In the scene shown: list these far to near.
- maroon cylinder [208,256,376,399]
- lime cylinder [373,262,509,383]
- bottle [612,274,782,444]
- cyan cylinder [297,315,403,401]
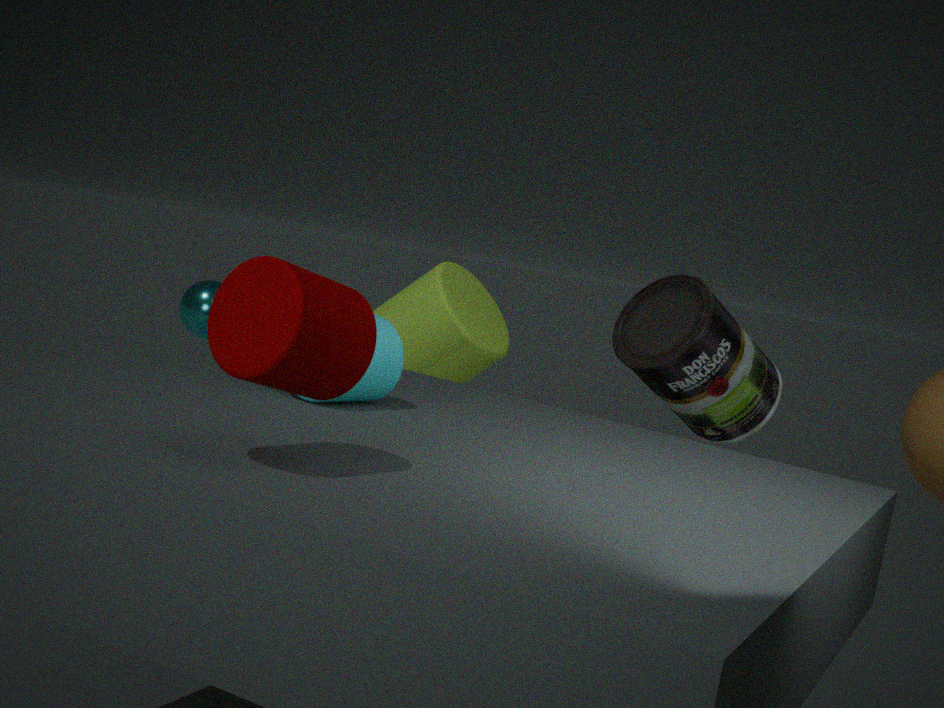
lime cylinder [373,262,509,383], bottle [612,274,782,444], cyan cylinder [297,315,403,401], maroon cylinder [208,256,376,399]
